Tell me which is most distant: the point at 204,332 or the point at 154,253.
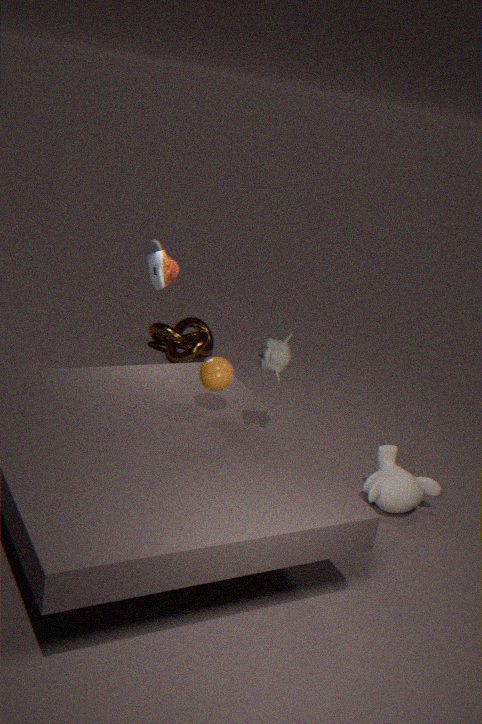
the point at 204,332
